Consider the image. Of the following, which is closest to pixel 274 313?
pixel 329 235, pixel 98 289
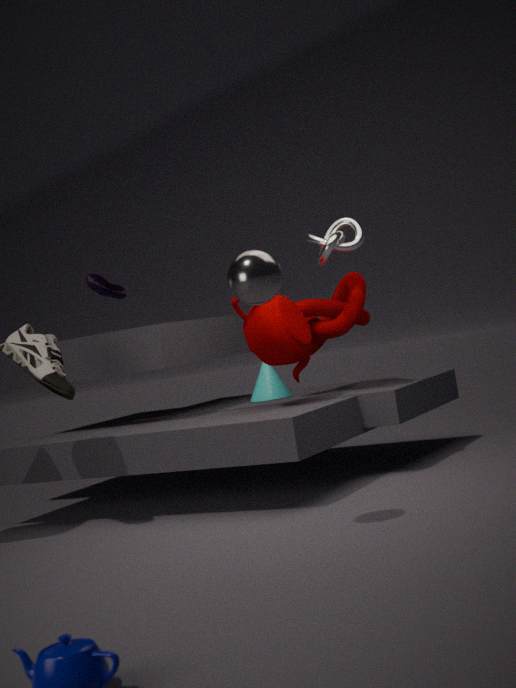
pixel 329 235
